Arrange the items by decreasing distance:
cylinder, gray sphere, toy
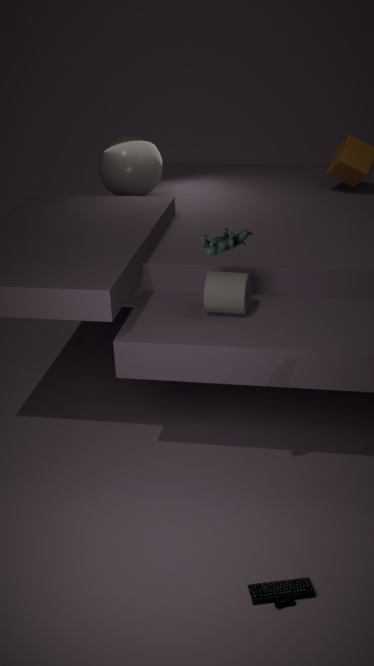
gray sphere → cylinder → toy
